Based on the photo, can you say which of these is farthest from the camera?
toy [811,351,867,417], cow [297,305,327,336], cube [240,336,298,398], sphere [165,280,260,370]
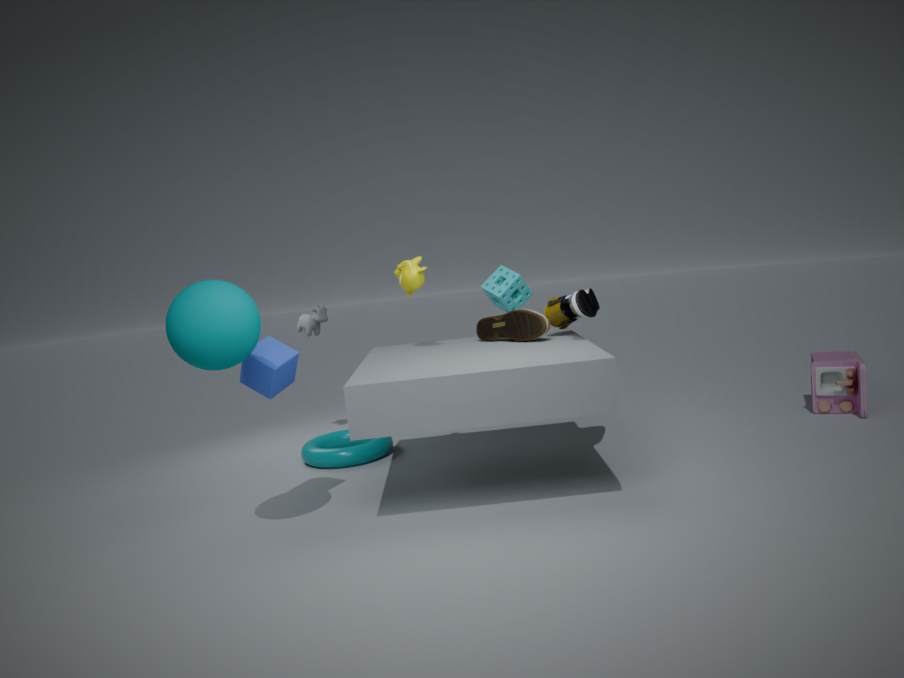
cow [297,305,327,336]
